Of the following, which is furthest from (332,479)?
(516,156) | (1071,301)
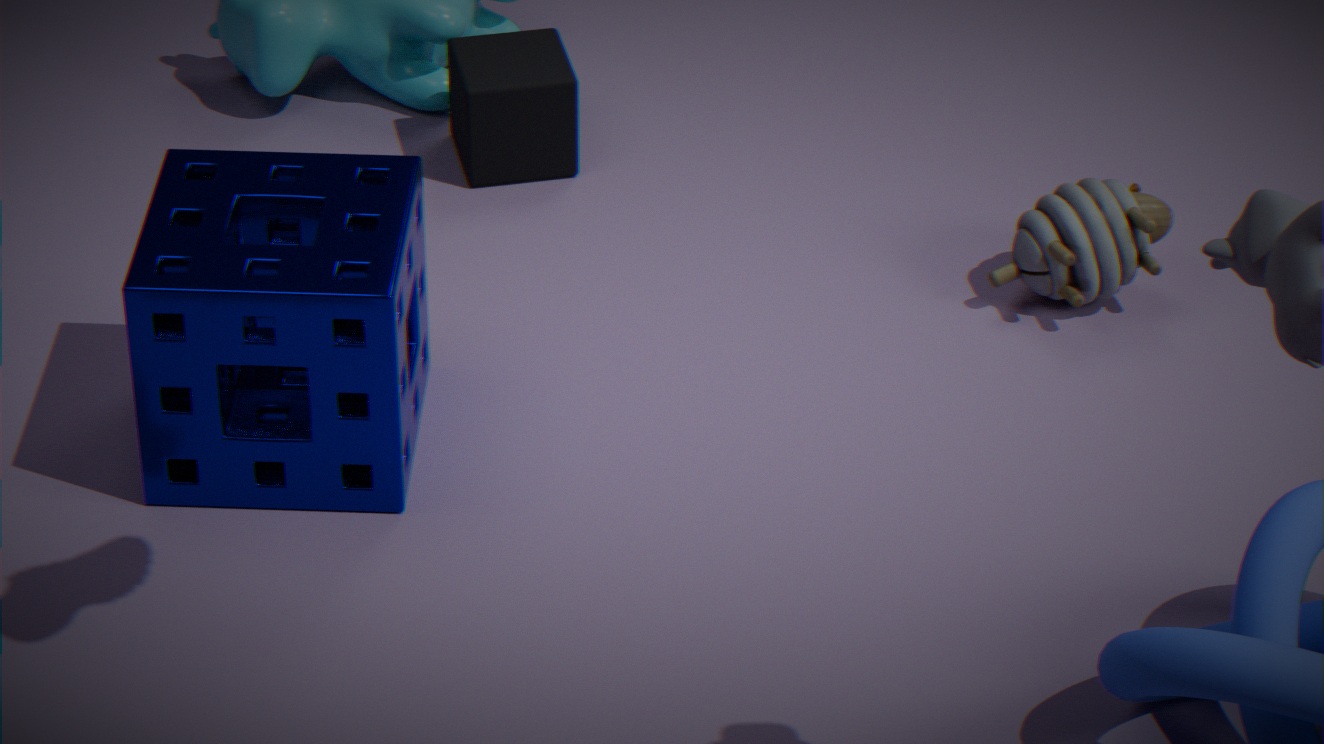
(1071,301)
